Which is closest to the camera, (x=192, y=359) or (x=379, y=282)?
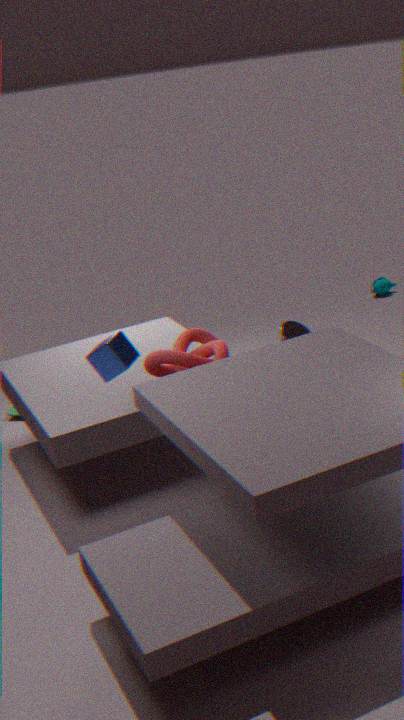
(x=192, y=359)
